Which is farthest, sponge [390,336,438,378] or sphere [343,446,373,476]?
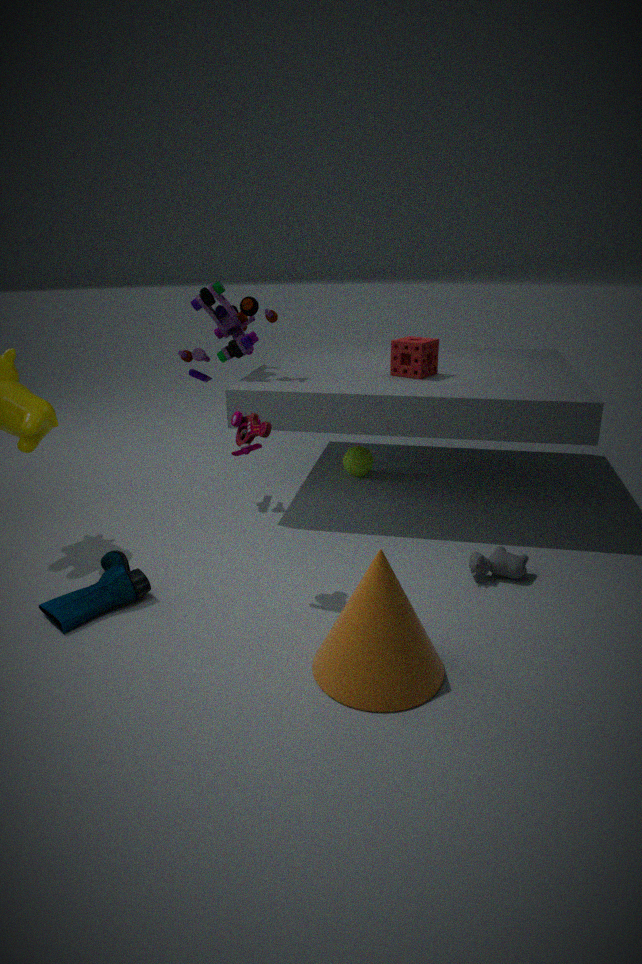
sphere [343,446,373,476]
